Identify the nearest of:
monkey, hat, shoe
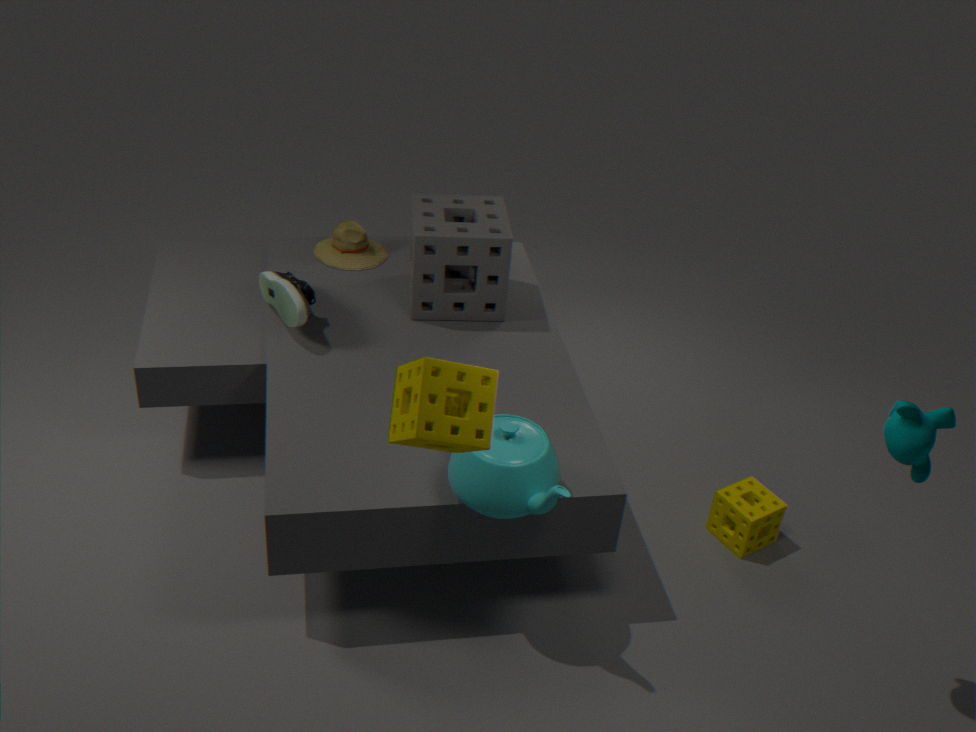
monkey
